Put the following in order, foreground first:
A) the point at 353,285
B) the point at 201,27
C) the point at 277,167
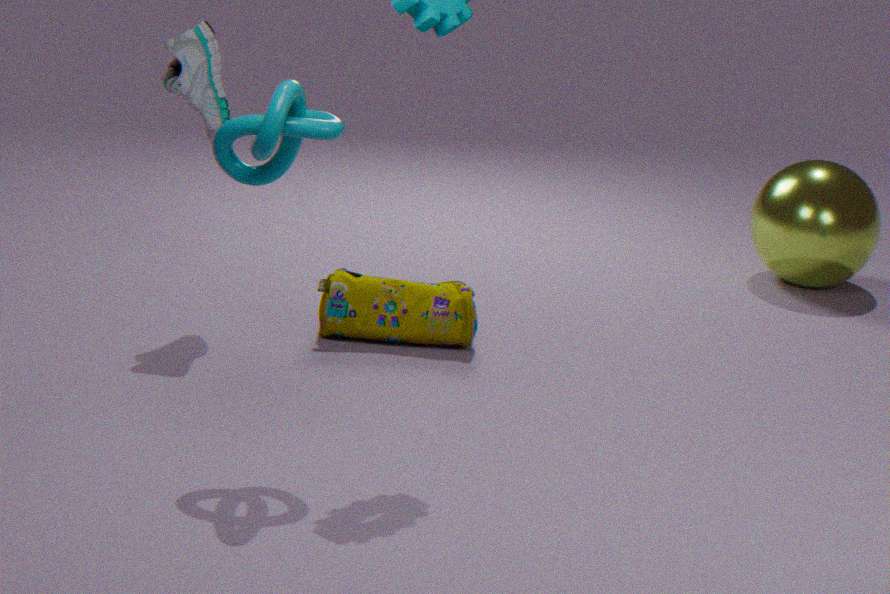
C. the point at 277,167 < B. the point at 201,27 < A. the point at 353,285
